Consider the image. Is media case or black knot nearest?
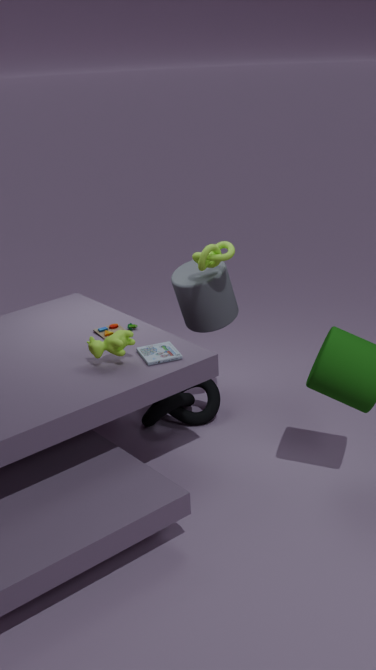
media case
